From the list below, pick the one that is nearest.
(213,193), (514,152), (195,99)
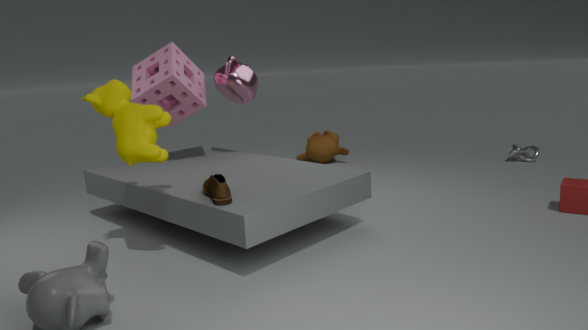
(213,193)
